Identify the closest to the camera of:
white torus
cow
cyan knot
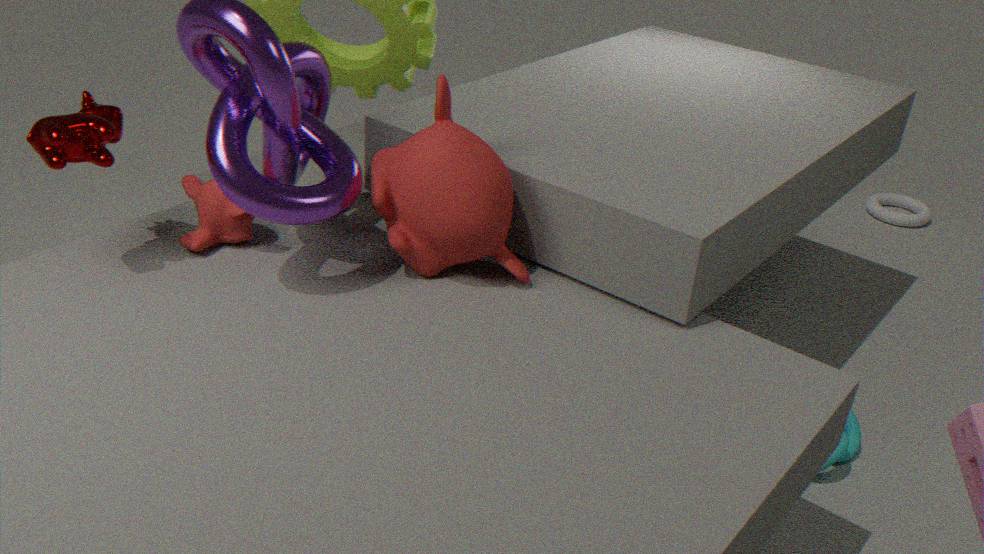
cow
